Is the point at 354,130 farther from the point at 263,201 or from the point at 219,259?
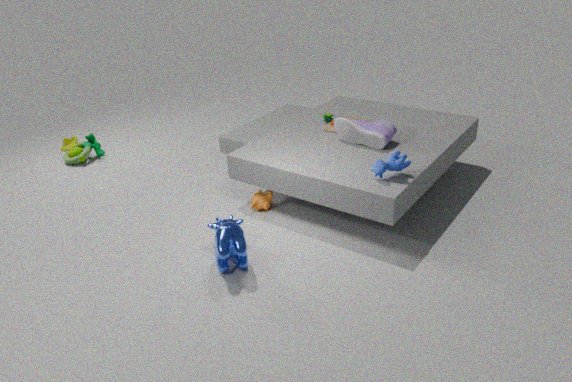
the point at 219,259
